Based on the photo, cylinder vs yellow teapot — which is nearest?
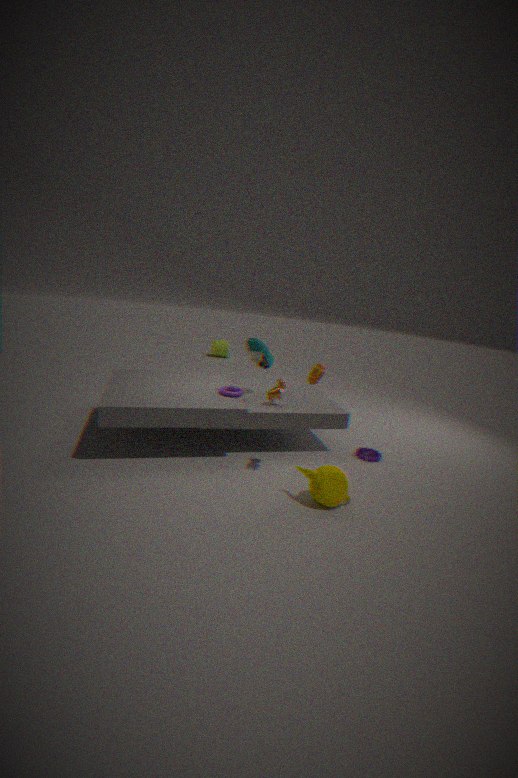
yellow teapot
